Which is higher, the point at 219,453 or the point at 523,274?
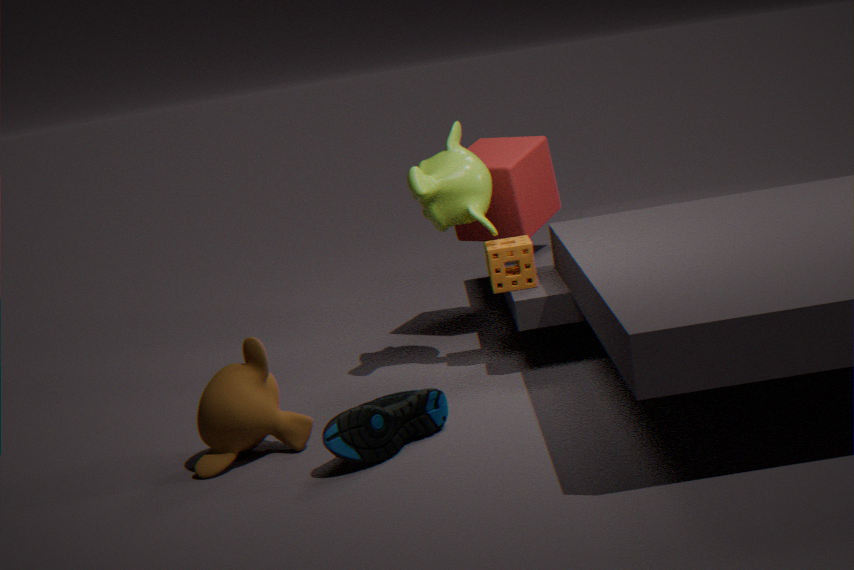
the point at 523,274
